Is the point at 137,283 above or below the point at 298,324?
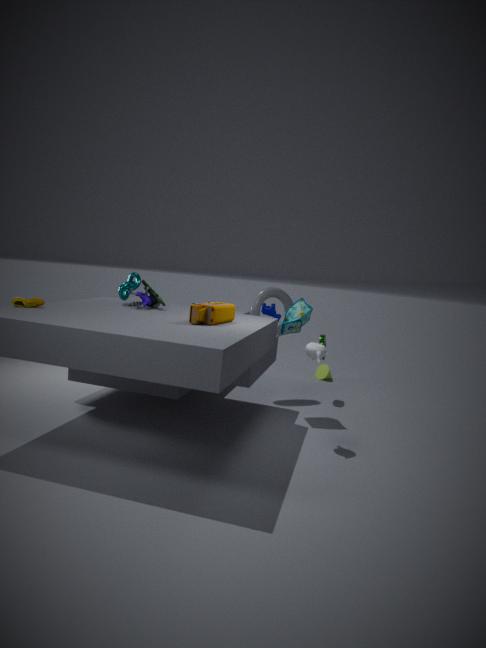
above
